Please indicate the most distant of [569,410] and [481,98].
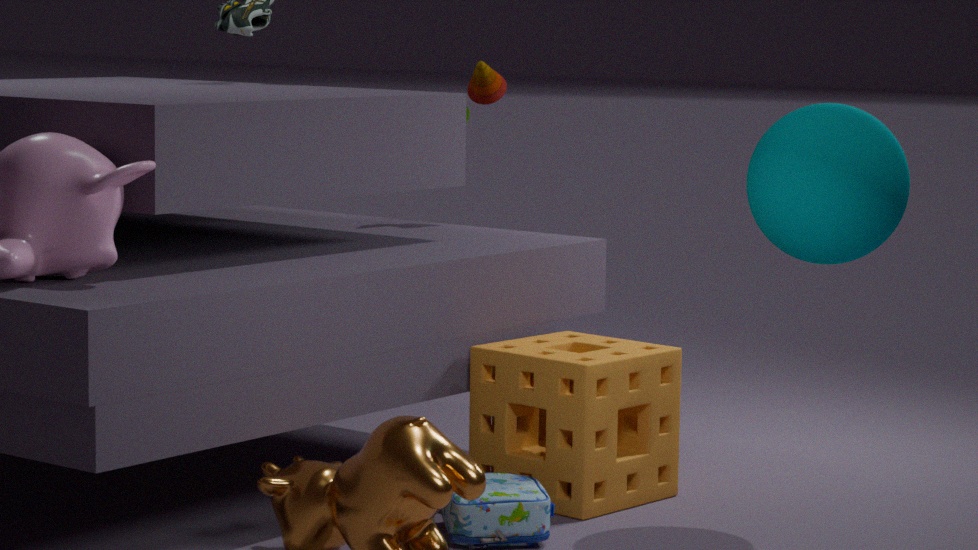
[481,98]
